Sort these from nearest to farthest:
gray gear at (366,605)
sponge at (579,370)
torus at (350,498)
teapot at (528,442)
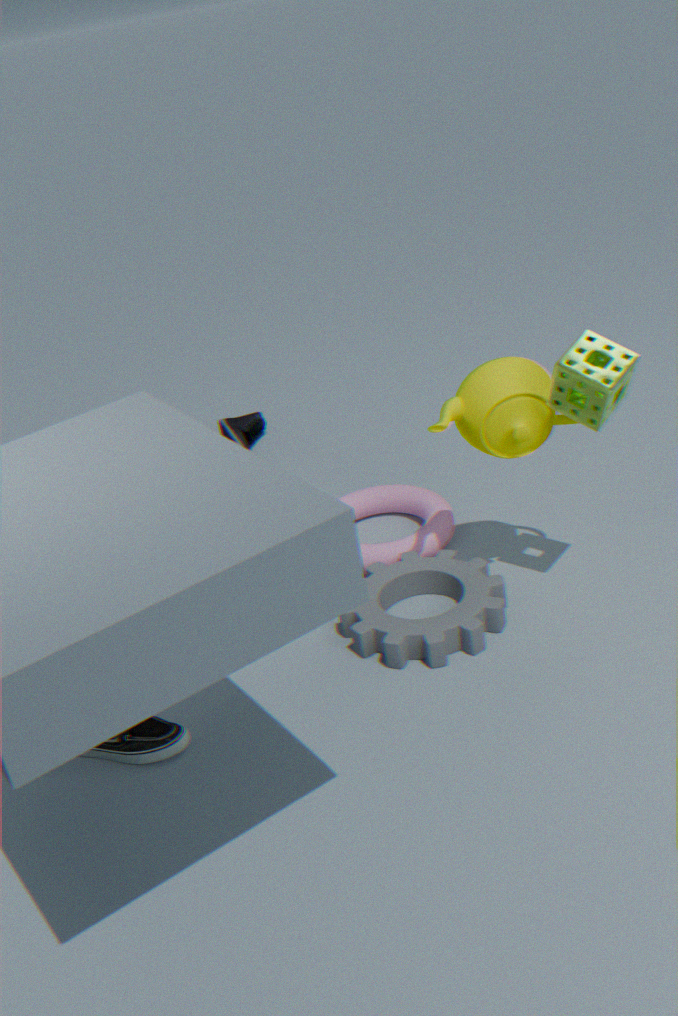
sponge at (579,370) < teapot at (528,442) < gray gear at (366,605) < torus at (350,498)
